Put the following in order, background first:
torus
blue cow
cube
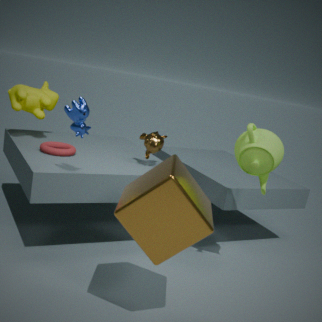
torus, blue cow, cube
